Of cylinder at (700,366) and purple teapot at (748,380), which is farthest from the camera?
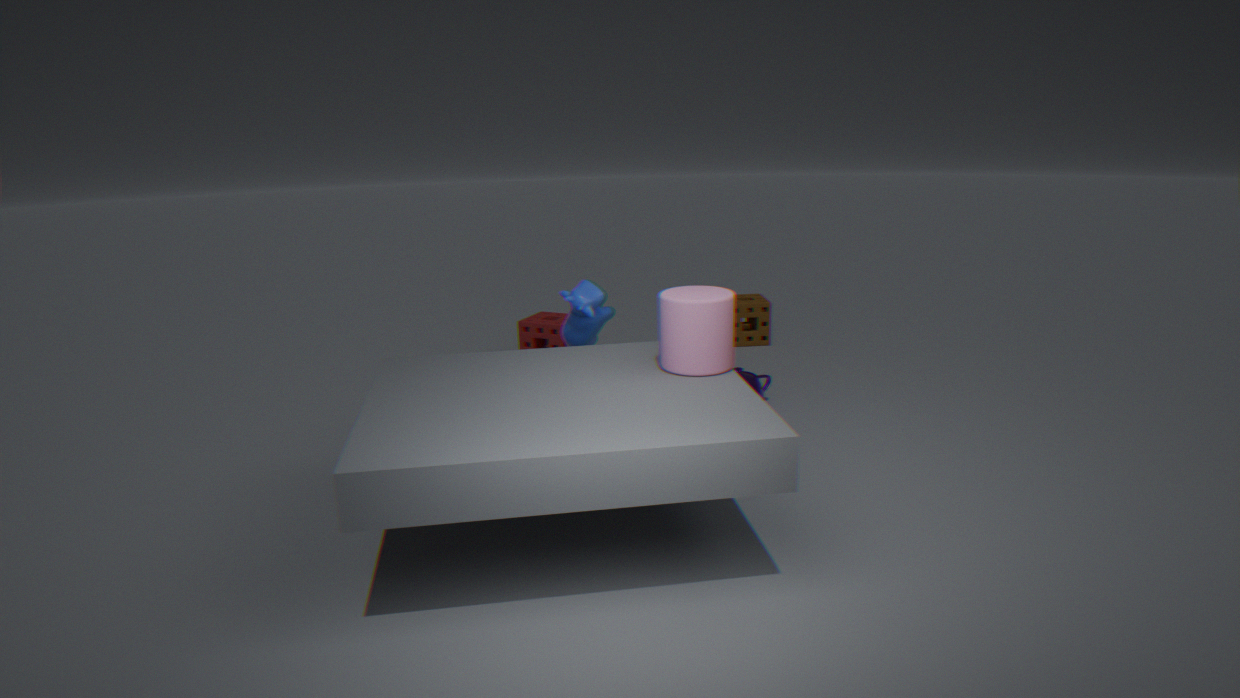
purple teapot at (748,380)
